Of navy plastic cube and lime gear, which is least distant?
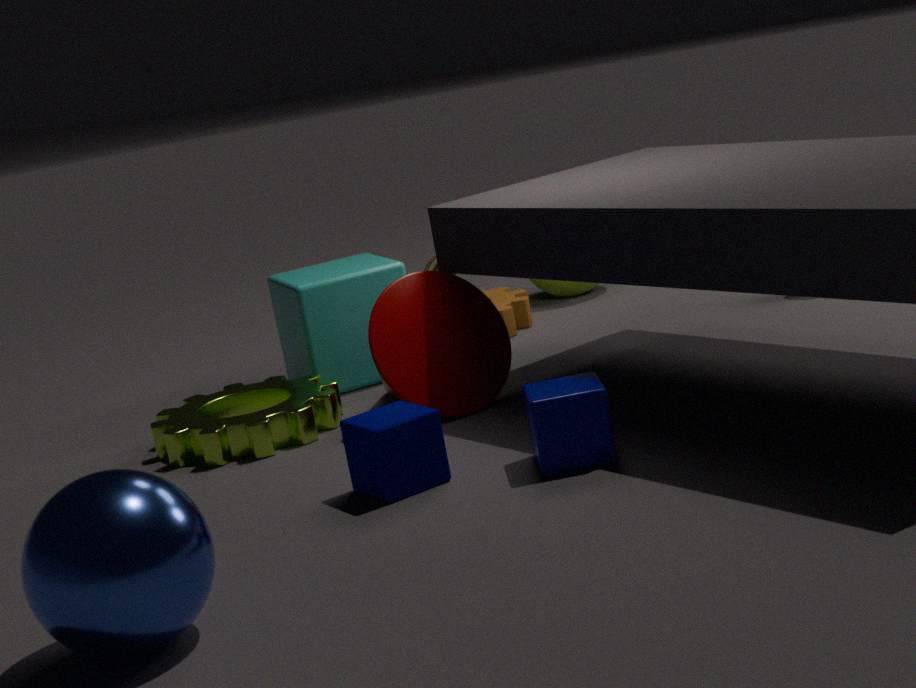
navy plastic cube
